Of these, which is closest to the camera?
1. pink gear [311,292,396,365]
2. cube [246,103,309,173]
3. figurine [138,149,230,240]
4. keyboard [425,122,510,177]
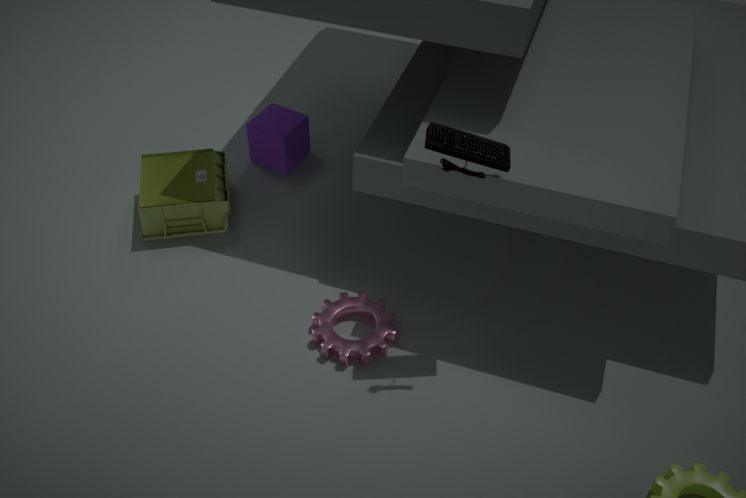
keyboard [425,122,510,177]
